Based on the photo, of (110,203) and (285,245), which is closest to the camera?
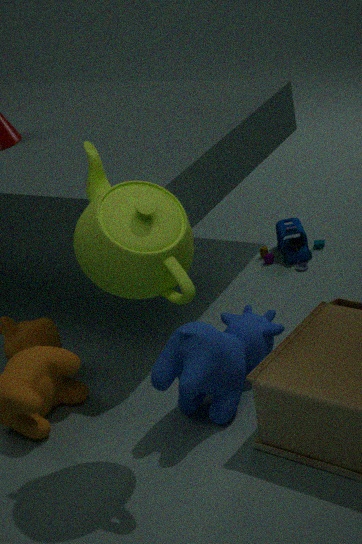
(110,203)
